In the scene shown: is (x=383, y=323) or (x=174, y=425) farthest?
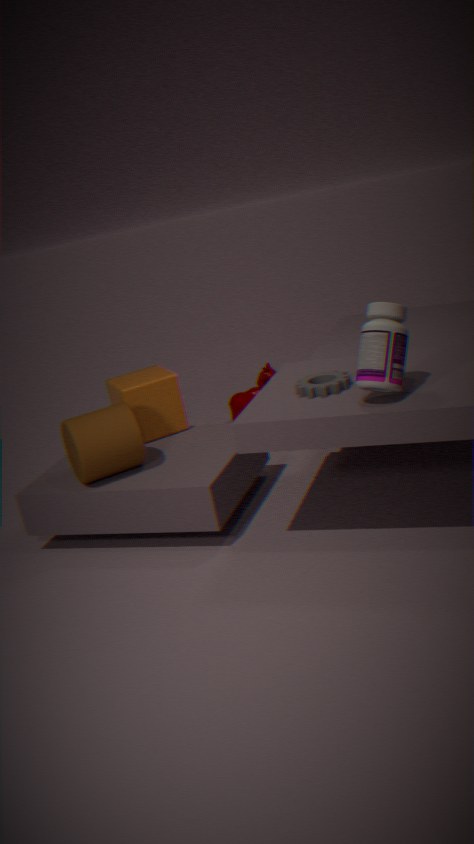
(x=174, y=425)
